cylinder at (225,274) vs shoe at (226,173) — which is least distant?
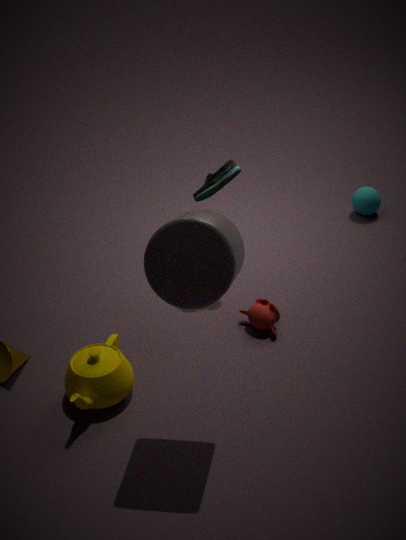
cylinder at (225,274)
